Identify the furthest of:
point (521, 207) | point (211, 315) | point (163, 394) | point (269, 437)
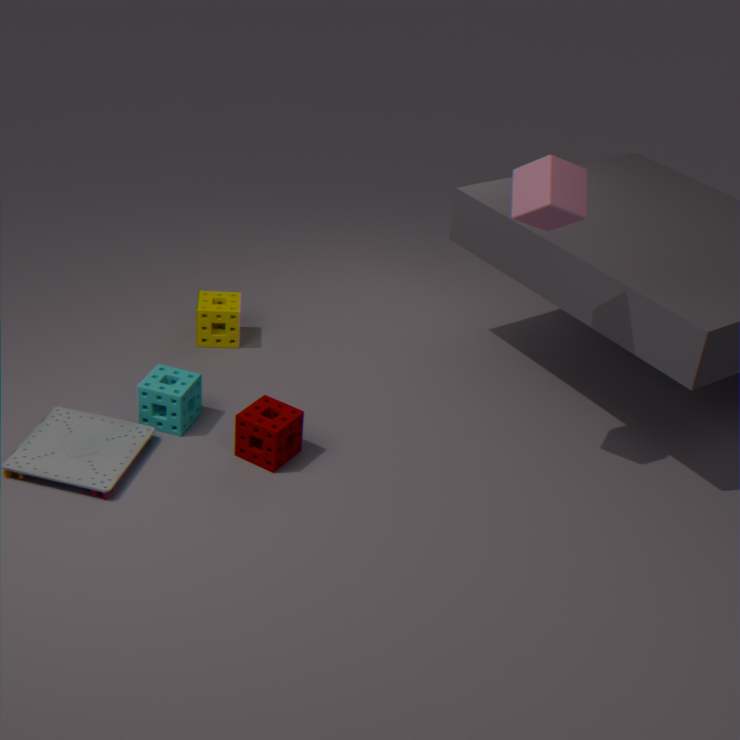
point (211, 315)
